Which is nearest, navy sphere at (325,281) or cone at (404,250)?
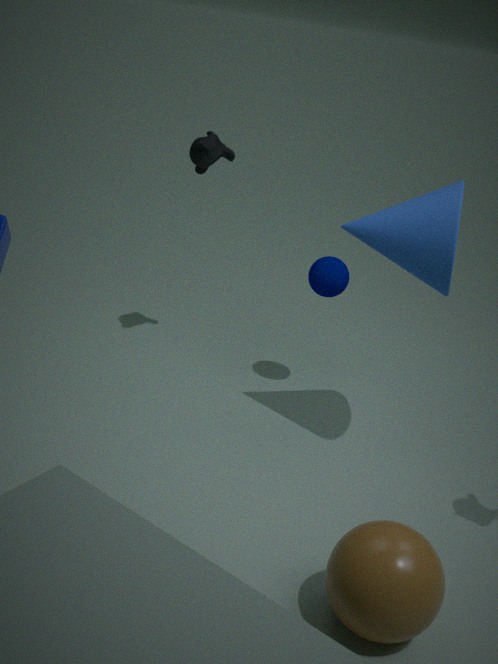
cone at (404,250)
